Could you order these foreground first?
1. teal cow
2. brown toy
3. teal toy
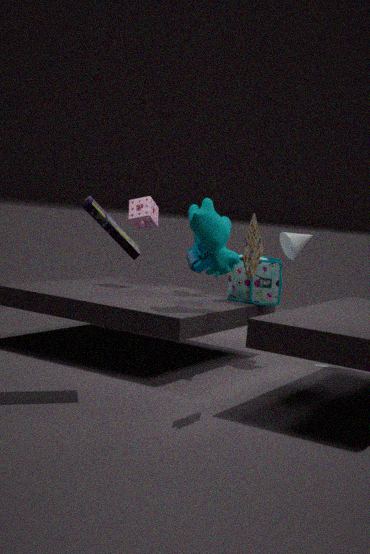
brown toy, teal cow, teal toy
